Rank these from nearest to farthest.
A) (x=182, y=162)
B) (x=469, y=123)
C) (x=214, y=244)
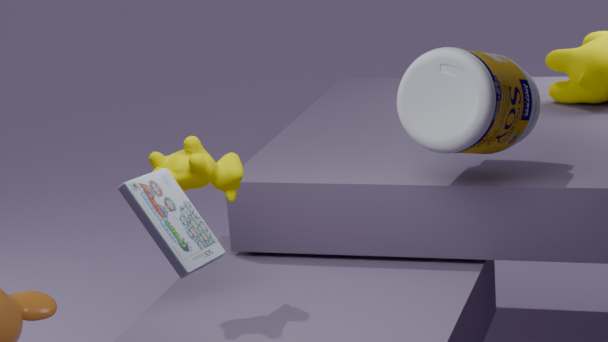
(x=214, y=244) < (x=182, y=162) < (x=469, y=123)
